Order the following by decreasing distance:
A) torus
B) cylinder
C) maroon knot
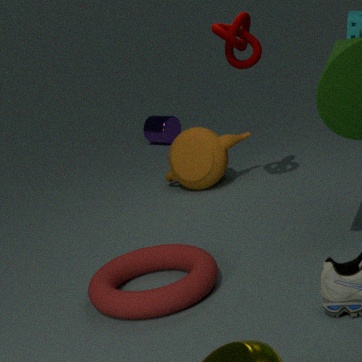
cylinder → maroon knot → torus
